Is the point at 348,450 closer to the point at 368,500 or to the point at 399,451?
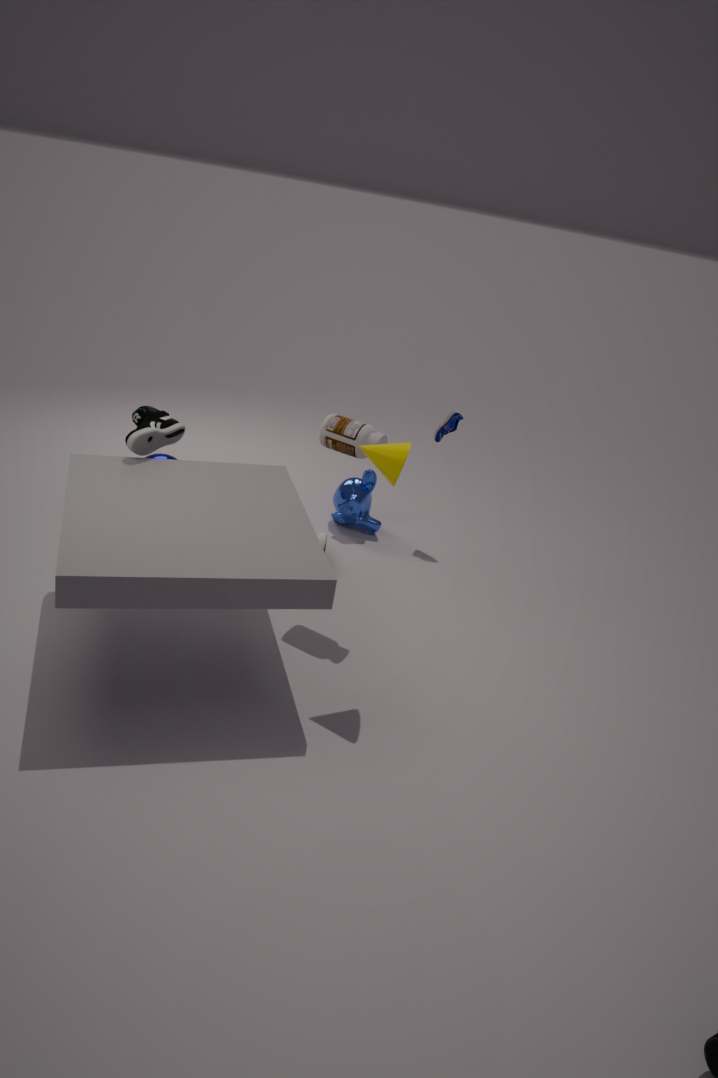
the point at 399,451
